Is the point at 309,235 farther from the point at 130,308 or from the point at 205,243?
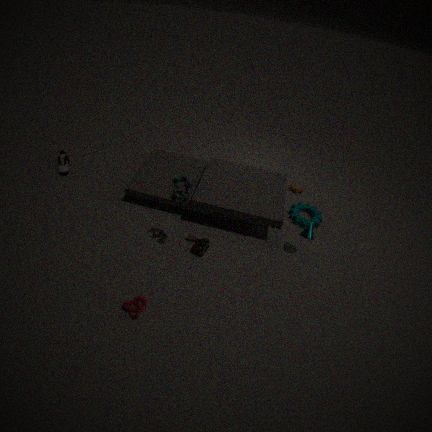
the point at 130,308
